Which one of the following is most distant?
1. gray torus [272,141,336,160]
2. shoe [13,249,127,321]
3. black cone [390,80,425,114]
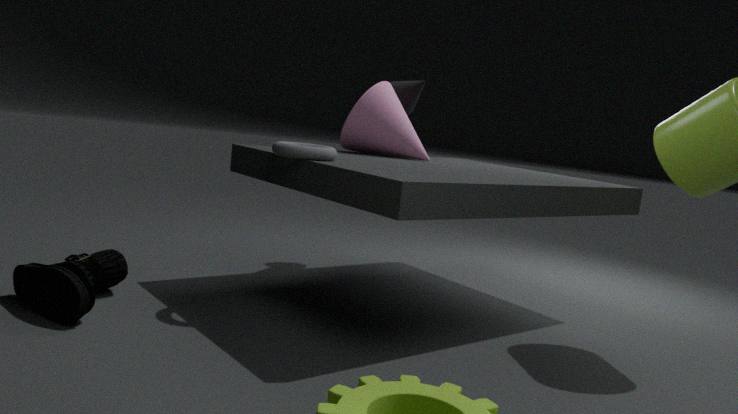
black cone [390,80,425,114]
